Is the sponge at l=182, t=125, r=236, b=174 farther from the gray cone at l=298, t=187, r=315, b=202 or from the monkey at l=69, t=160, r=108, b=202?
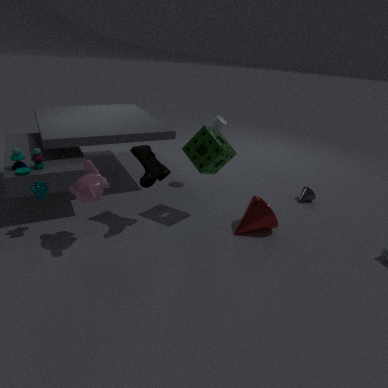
the gray cone at l=298, t=187, r=315, b=202
